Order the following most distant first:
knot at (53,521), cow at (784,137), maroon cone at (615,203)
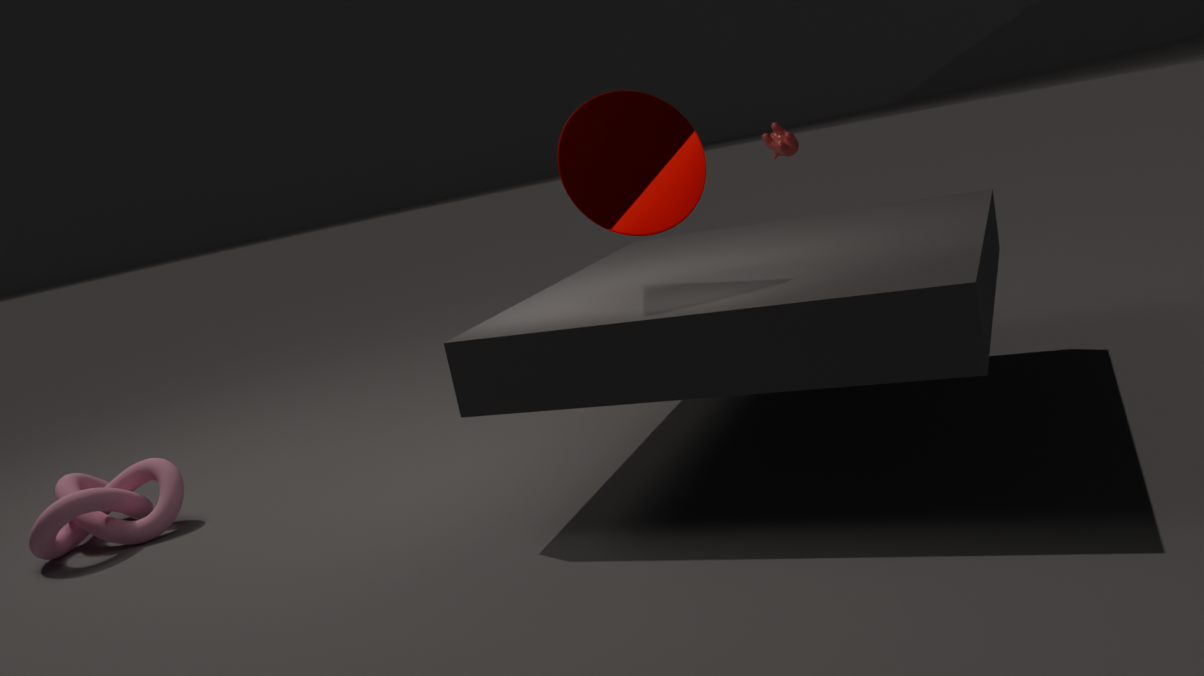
→ 1. cow at (784,137)
2. knot at (53,521)
3. maroon cone at (615,203)
